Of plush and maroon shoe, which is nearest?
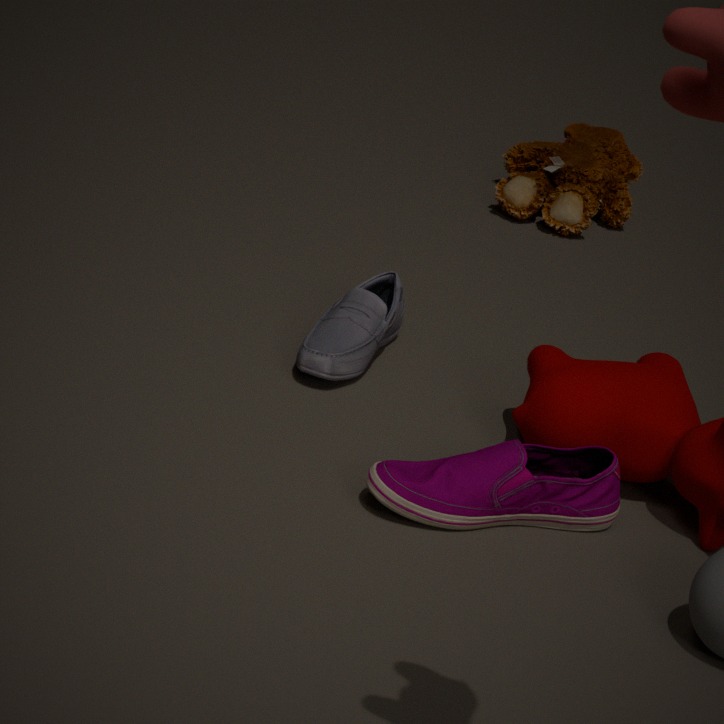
maroon shoe
